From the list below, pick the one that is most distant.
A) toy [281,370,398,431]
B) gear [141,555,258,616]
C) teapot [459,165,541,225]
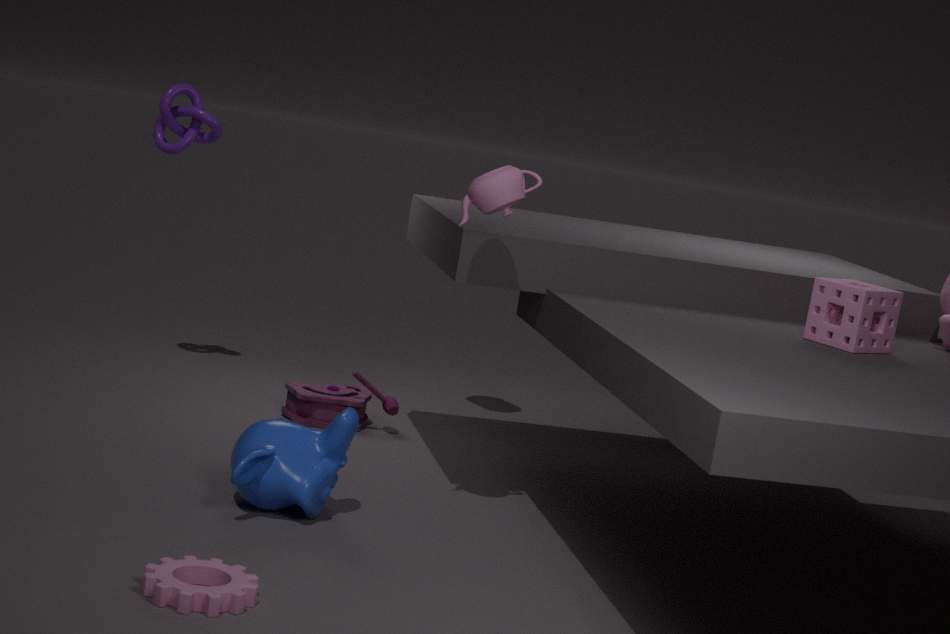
toy [281,370,398,431]
